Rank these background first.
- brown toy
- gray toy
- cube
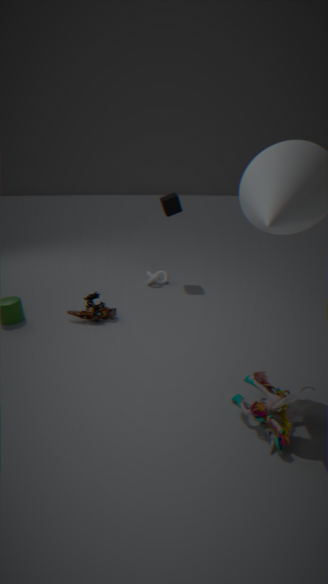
1. cube
2. brown toy
3. gray toy
